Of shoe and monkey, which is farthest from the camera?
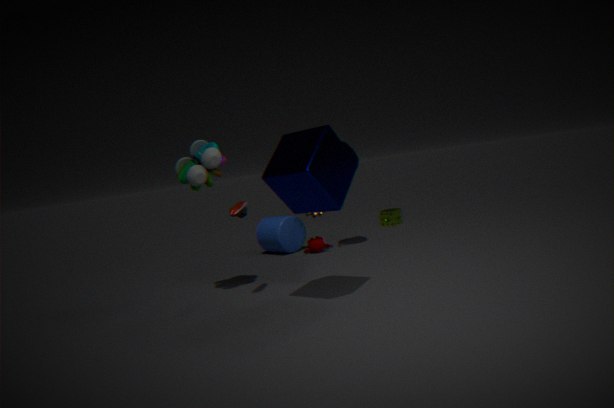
monkey
